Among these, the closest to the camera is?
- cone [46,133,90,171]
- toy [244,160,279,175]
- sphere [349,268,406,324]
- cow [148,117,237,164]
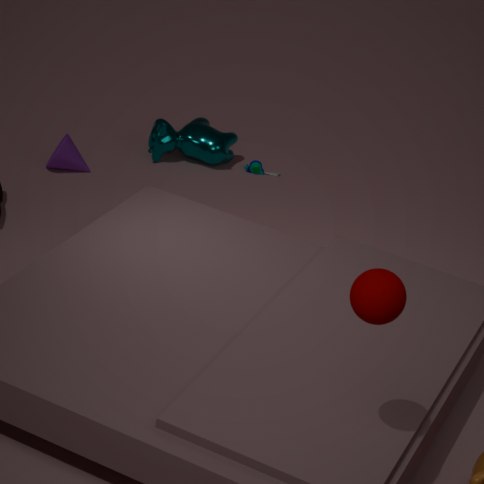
sphere [349,268,406,324]
